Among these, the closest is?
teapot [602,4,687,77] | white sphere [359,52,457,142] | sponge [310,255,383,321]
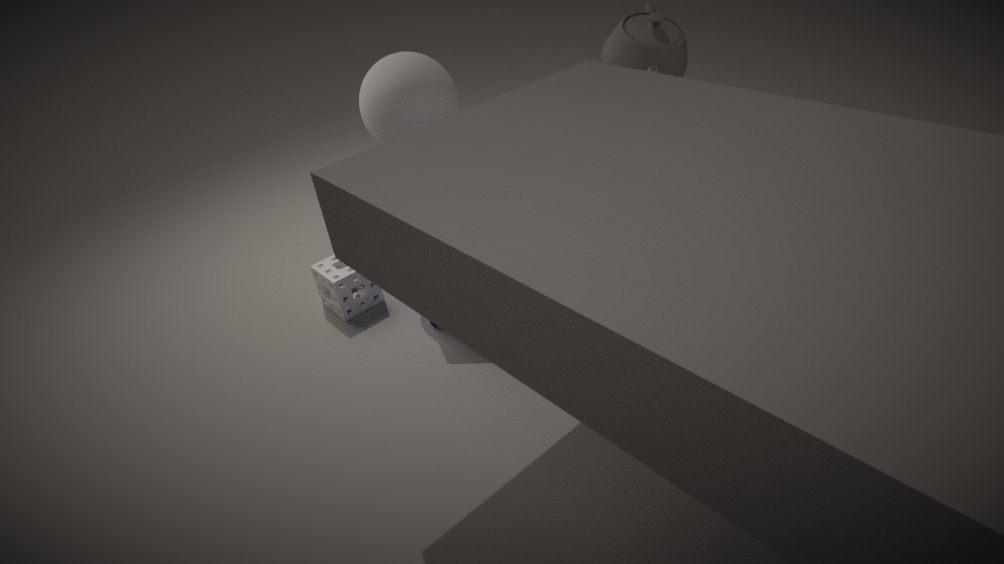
white sphere [359,52,457,142]
